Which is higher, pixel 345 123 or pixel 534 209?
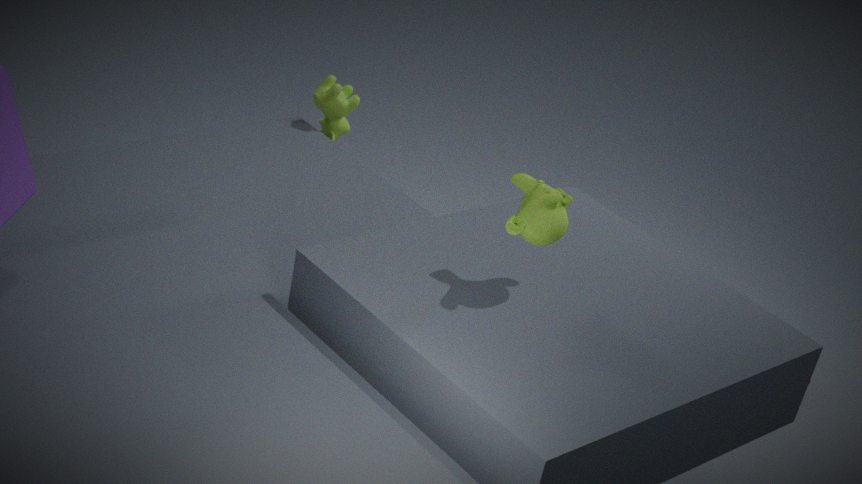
pixel 534 209
